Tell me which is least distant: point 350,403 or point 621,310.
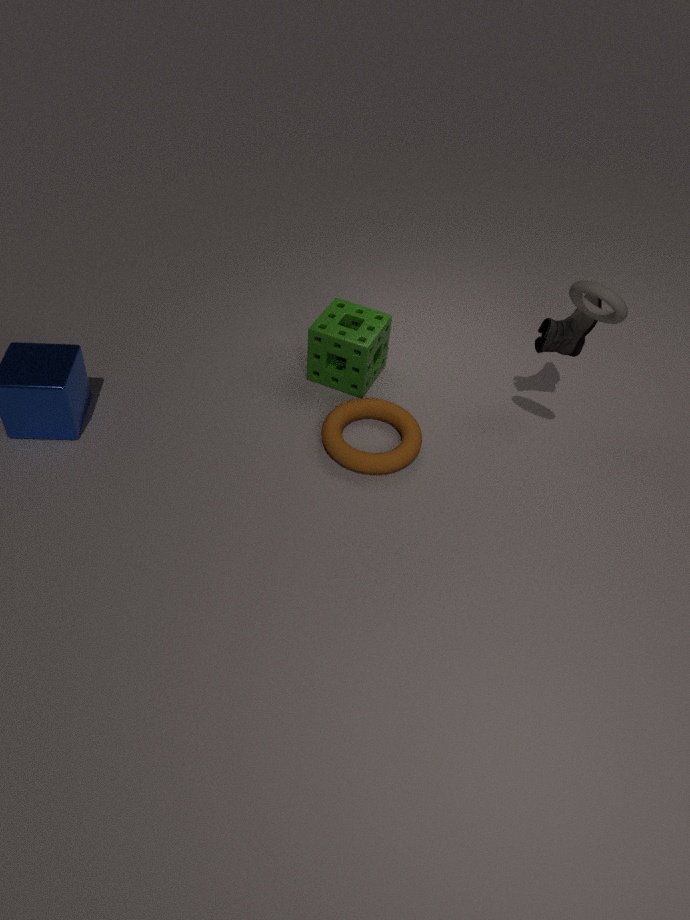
point 621,310
